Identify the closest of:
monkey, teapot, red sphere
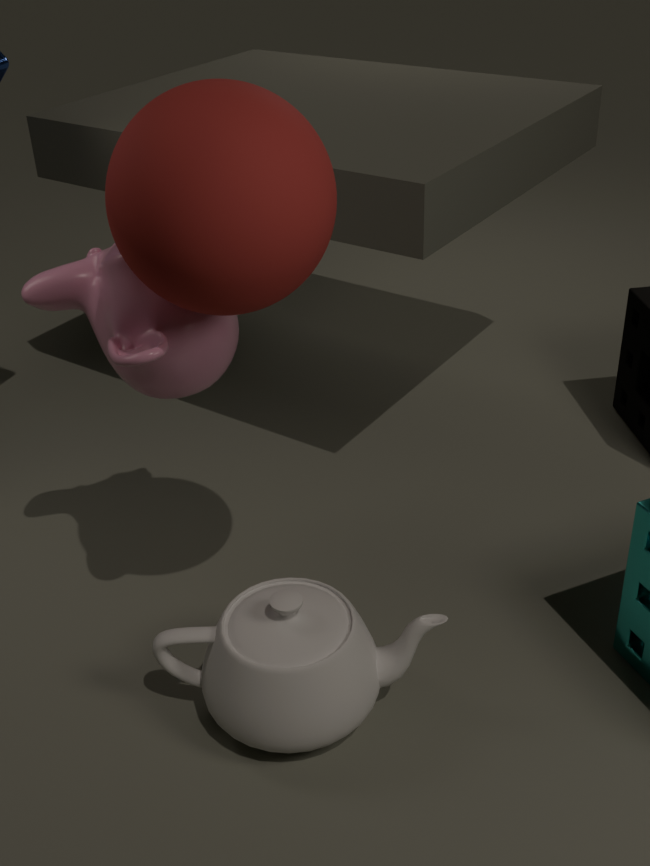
red sphere
